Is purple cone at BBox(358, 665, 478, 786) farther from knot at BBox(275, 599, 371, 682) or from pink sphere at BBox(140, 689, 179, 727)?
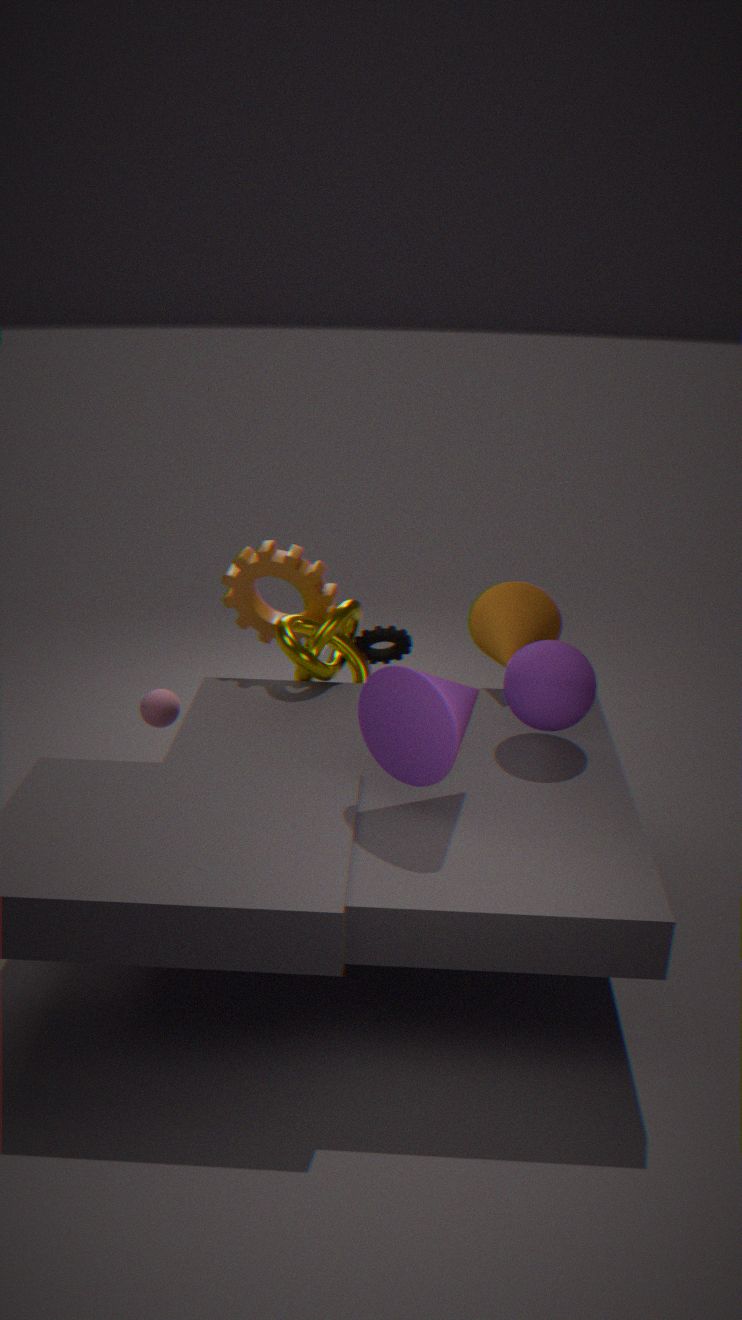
pink sphere at BBox(140, 689, 179, 727)
